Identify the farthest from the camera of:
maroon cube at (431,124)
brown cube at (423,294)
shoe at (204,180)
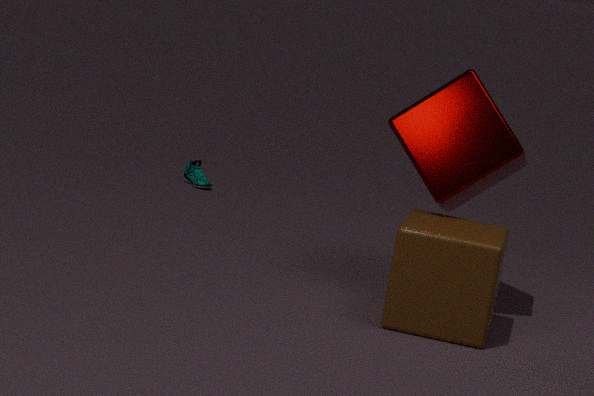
shoe at (204,180)
